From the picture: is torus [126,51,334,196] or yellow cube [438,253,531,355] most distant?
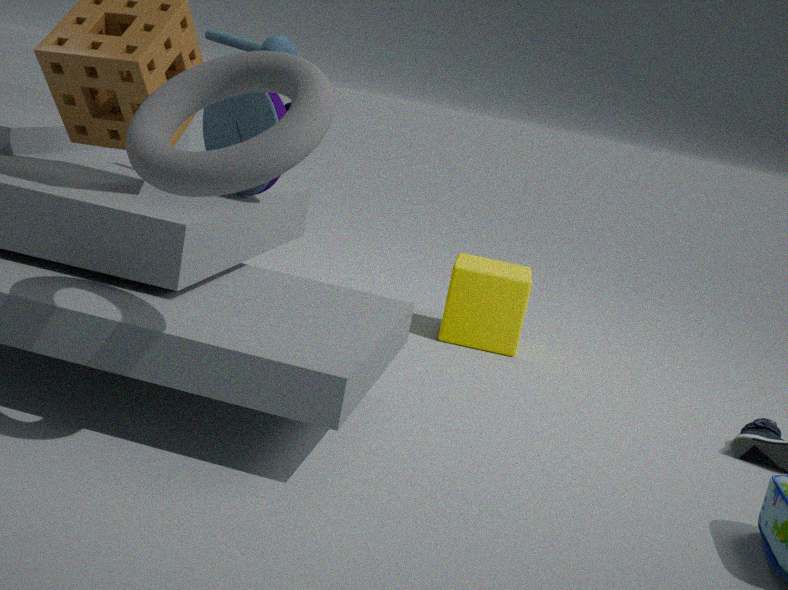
yellow cube [438,253,531,355]
